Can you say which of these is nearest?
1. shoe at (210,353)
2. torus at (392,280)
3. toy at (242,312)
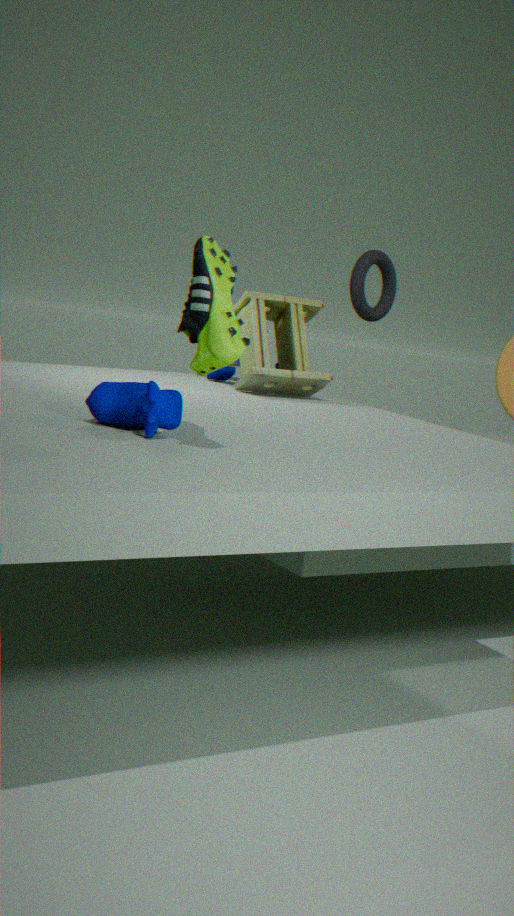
shoe at (210,353)
